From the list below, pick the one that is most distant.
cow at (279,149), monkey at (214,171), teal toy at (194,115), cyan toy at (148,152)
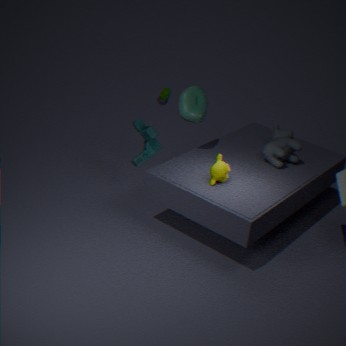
cyan toy at (148,152)
